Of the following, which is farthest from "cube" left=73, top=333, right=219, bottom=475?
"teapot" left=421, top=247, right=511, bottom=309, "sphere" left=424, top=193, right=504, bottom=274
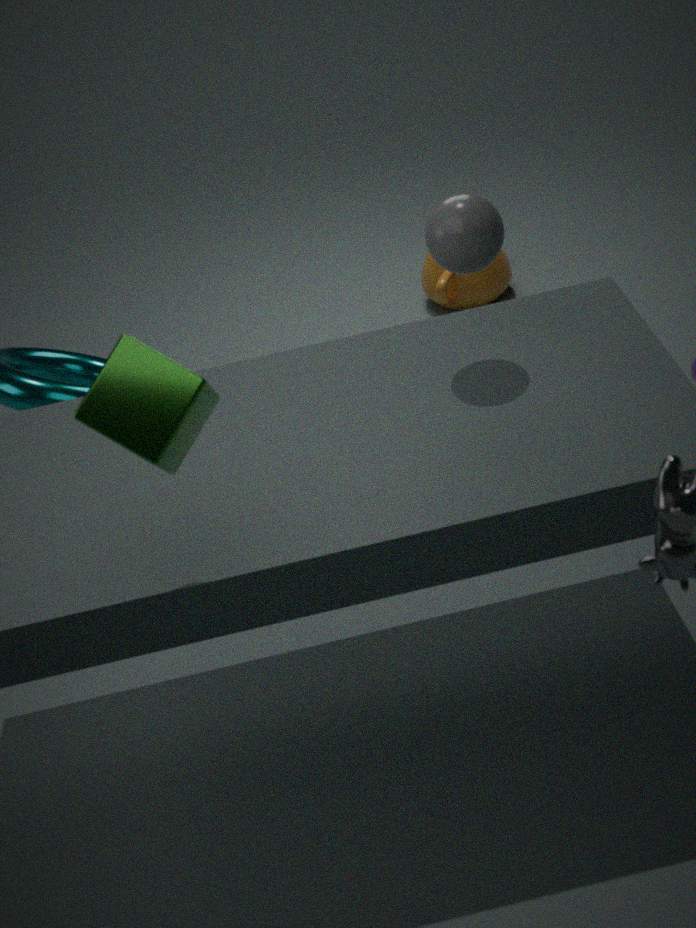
Result: "teapot" left=421, top=247, right=511, bottom=309
